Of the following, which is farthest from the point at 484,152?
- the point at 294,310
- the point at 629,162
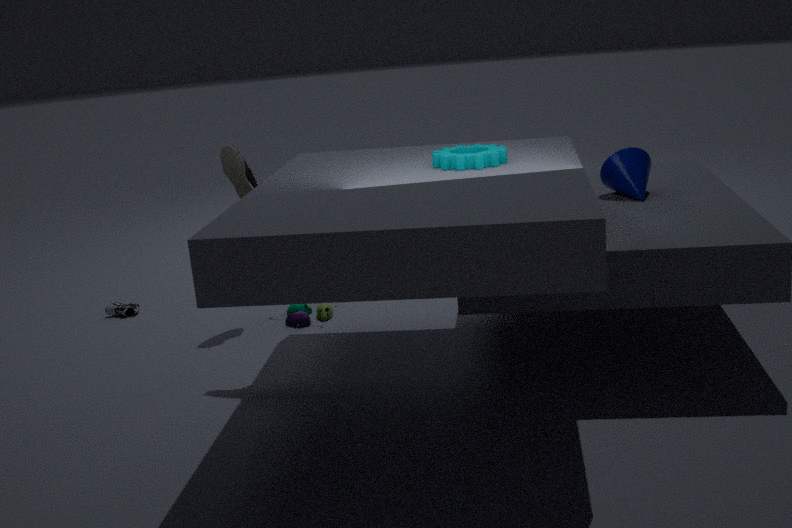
the point at 294,310
